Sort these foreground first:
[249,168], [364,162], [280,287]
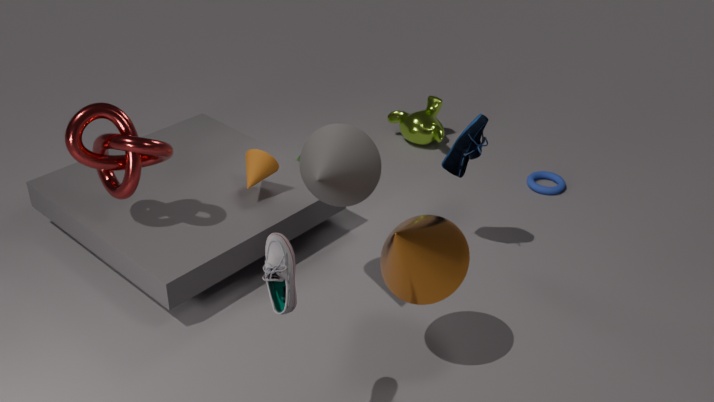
[280,287], [364,162], [249,168]
